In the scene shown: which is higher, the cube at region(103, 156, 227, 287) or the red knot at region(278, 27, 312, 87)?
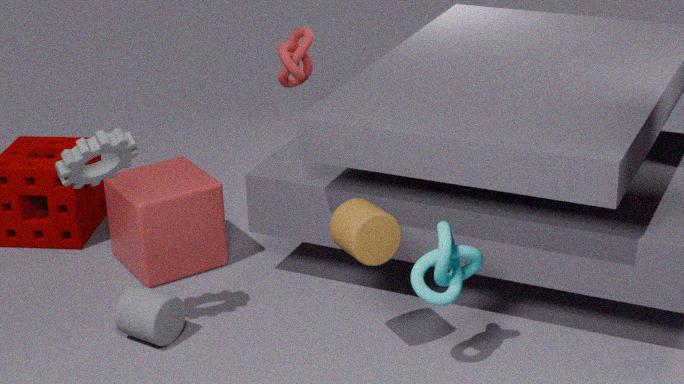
the red knot at region(278, 27, 312, 87)
